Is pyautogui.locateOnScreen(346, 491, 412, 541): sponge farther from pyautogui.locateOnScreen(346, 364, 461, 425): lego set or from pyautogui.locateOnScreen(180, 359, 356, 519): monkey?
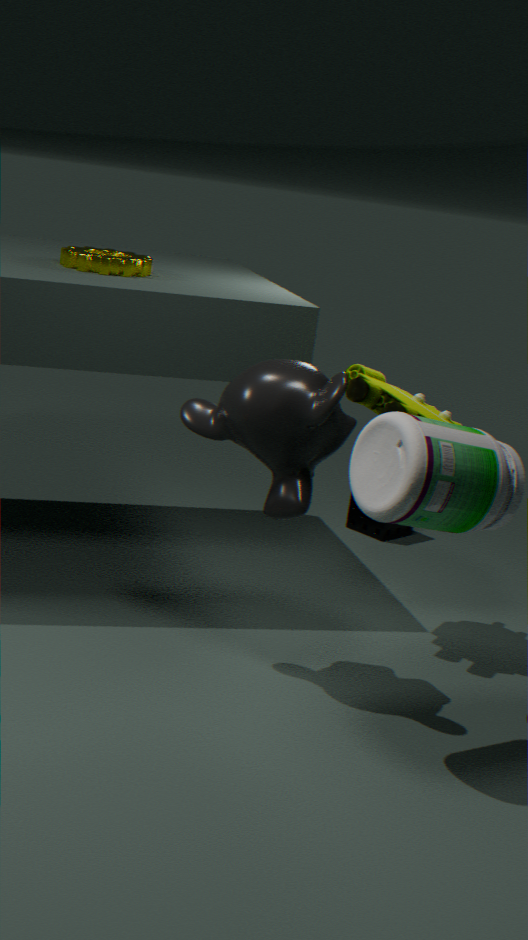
pyautogui.locateOnScreen(180, 359, 356, 519): monkey
